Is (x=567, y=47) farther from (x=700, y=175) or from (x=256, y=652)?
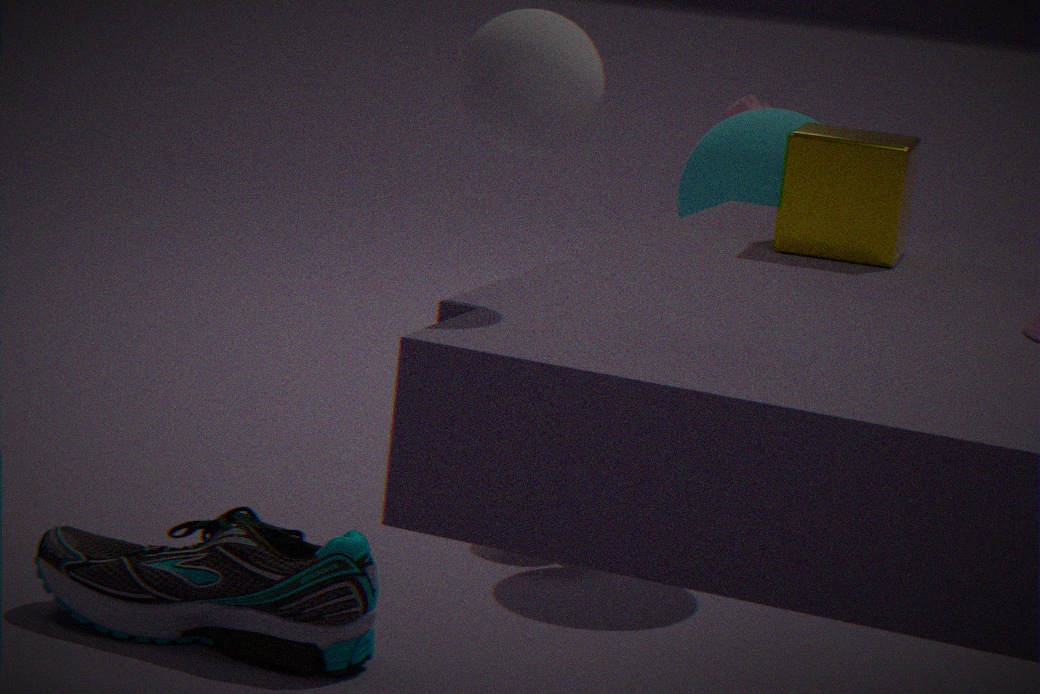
(x=700, y=175)
